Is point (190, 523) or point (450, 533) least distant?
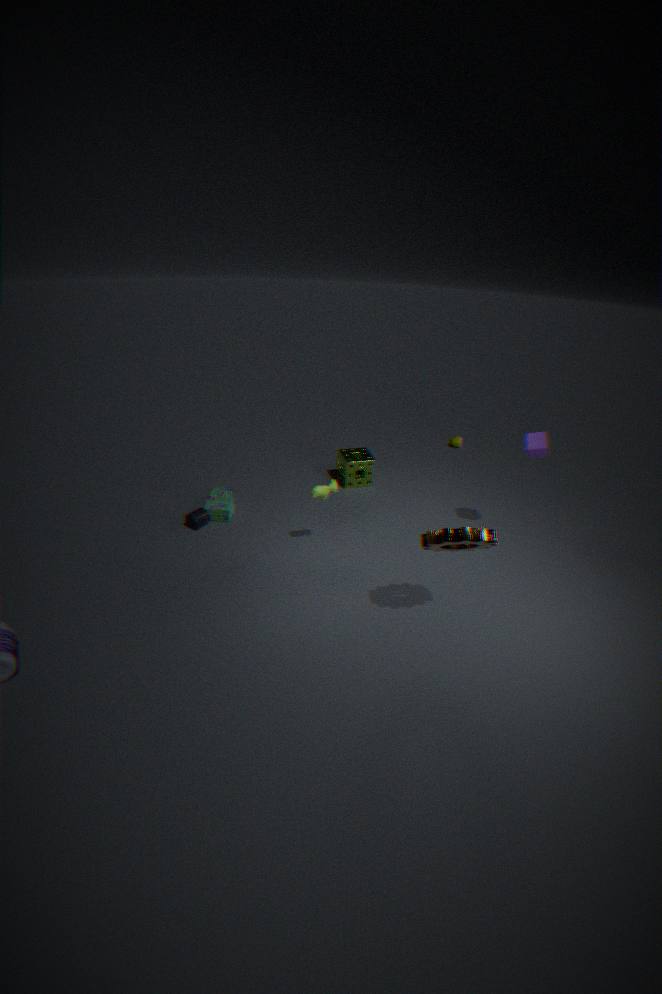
point (450, 533)
